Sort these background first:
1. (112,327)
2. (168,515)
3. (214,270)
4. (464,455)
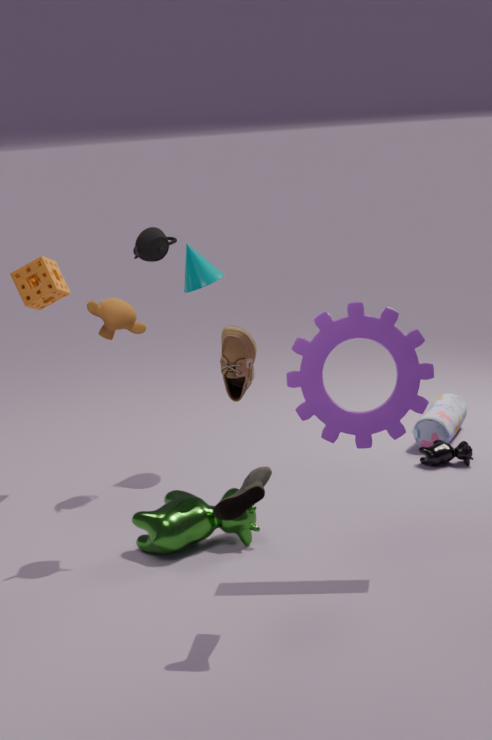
(214,270) → (464,455) → (168,515) → (112,327)
